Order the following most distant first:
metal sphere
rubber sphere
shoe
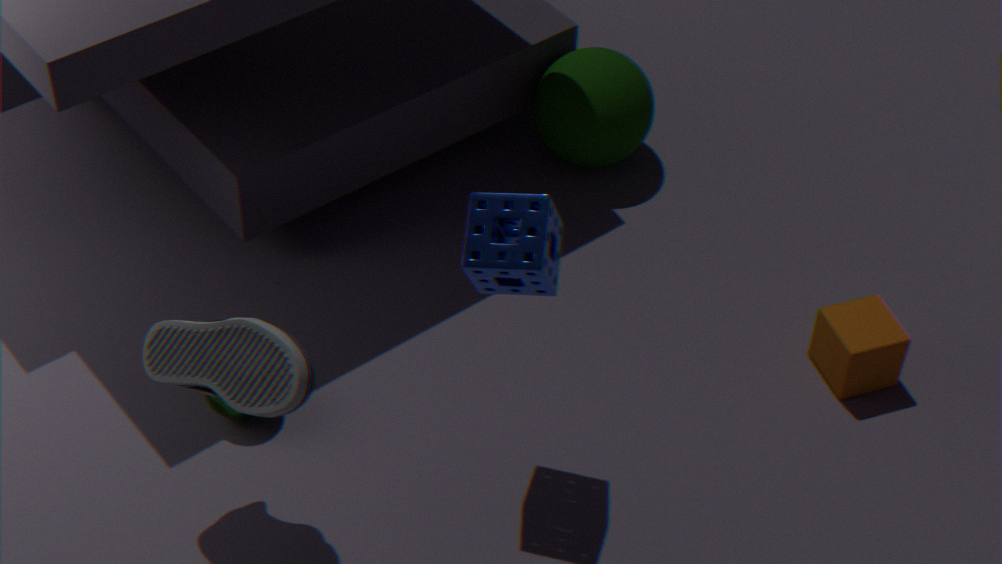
rubber sphere → metal sphere → shoe
